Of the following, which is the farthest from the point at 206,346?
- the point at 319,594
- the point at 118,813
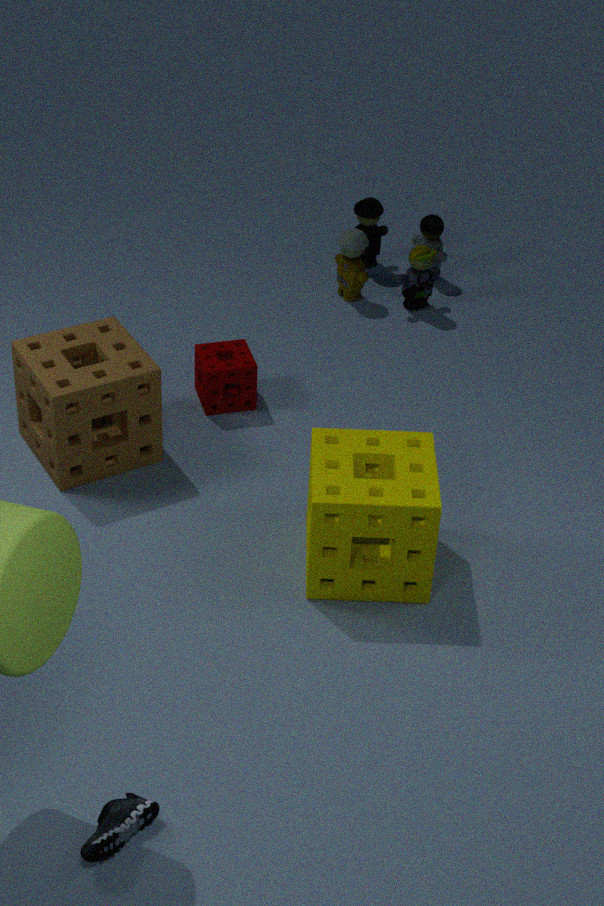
the point at 118,813
